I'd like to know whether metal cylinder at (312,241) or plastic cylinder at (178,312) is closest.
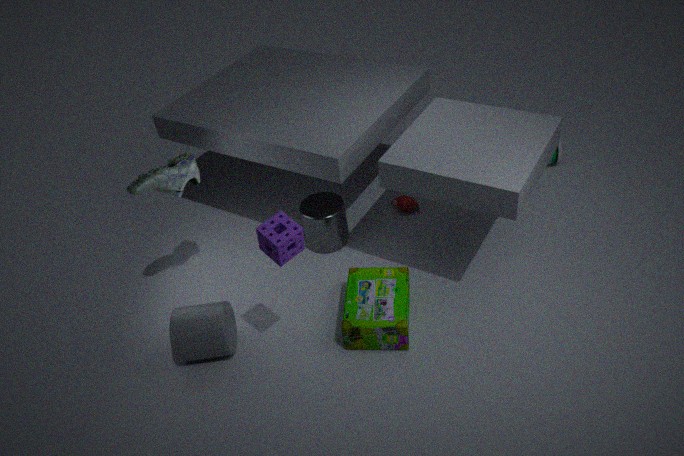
plastic cylinder at (178,312)
